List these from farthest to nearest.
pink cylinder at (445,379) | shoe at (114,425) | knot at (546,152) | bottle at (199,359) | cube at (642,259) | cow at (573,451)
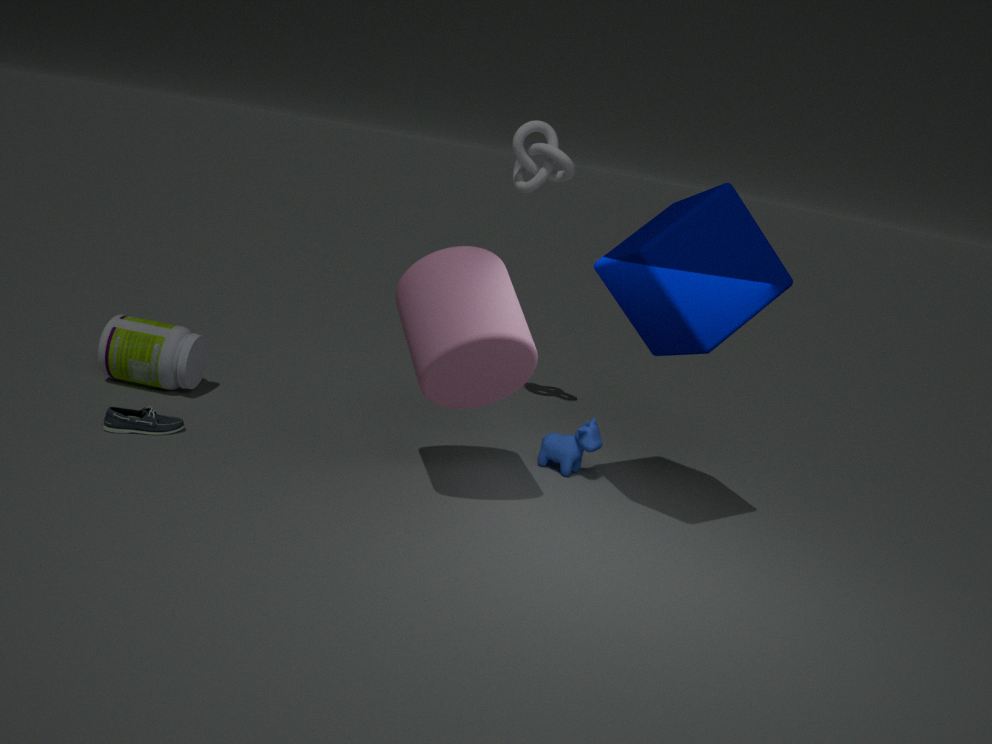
knot at (546,152) < bottle at (199,359) < cow at (573,451) < shoe at (114,425) < pink cylinder at (445,379) < cube at (642,259)
